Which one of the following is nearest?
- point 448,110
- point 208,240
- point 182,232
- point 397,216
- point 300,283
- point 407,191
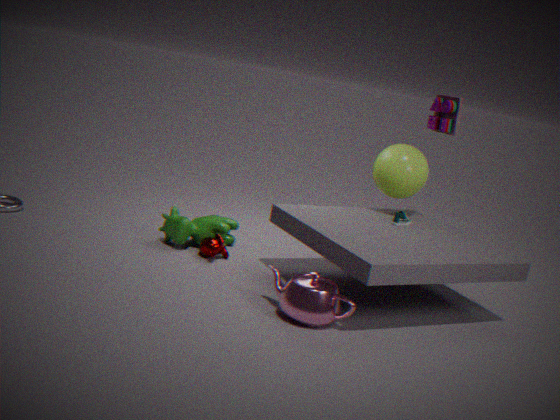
point 300,283
